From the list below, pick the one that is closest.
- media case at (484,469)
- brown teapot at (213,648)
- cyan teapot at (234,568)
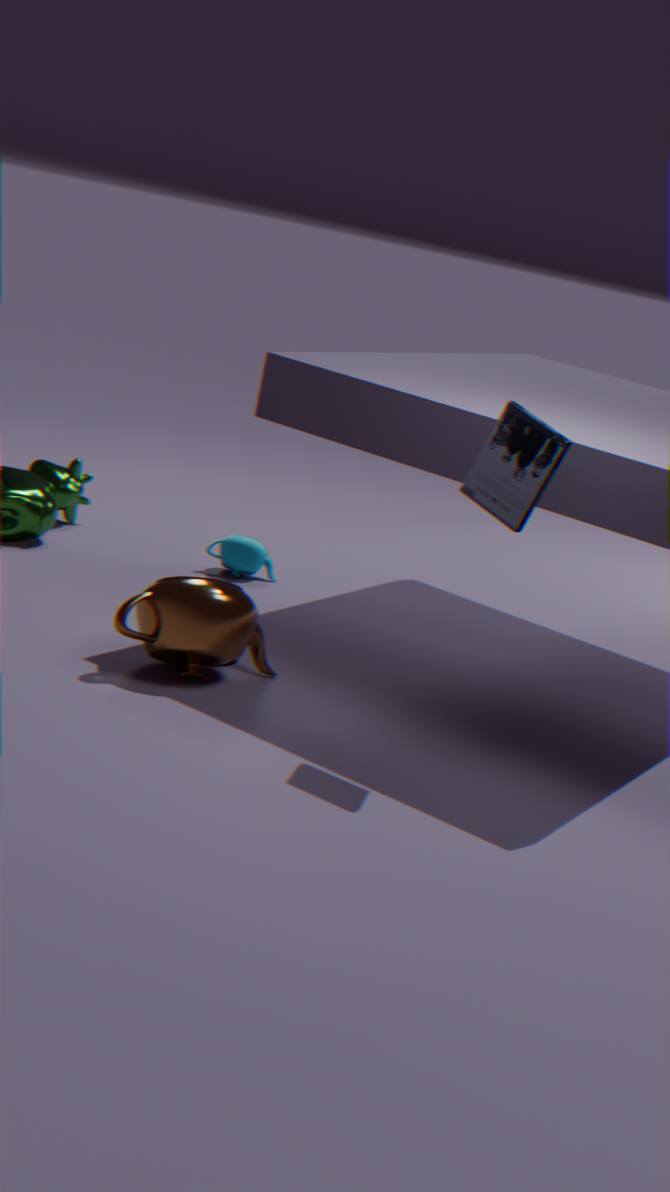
media case at (484,469)
